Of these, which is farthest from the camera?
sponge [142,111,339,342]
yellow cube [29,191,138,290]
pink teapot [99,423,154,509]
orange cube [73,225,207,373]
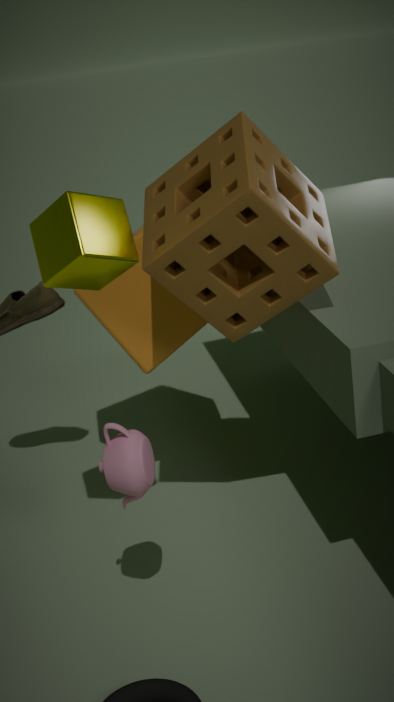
orange cube [73,225,207,373]
